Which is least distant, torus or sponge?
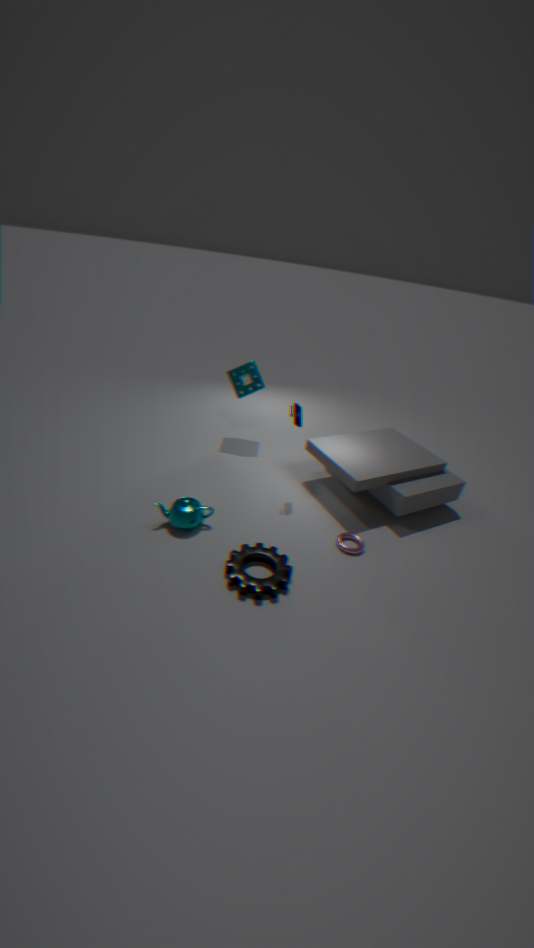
torus
